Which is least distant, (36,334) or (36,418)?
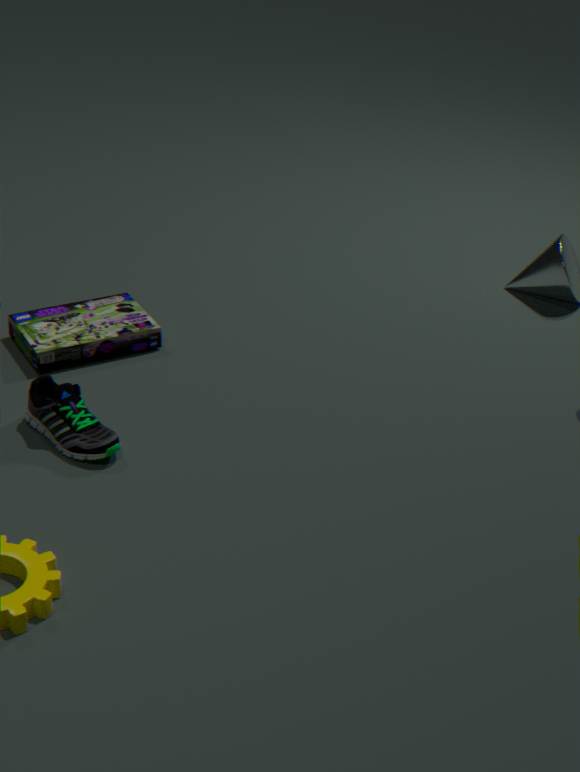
(36,418)
